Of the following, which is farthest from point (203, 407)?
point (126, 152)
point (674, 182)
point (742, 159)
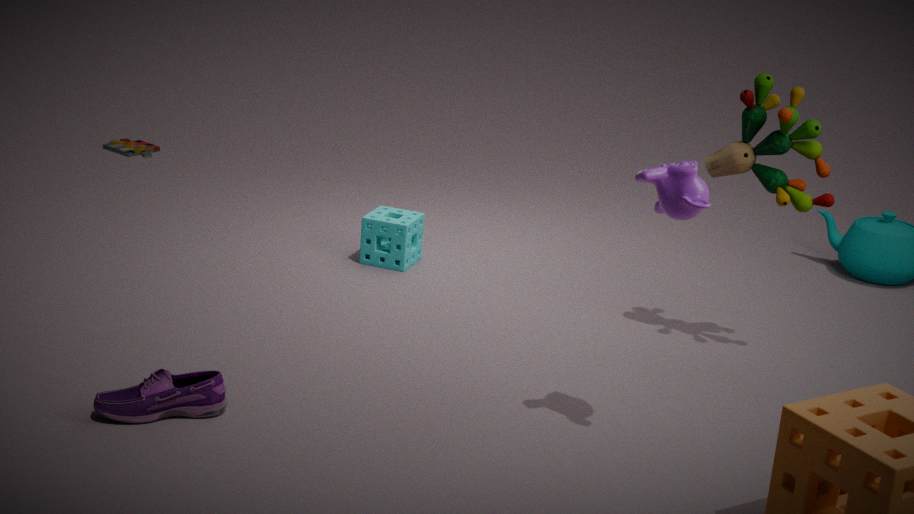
point (126, 152)
